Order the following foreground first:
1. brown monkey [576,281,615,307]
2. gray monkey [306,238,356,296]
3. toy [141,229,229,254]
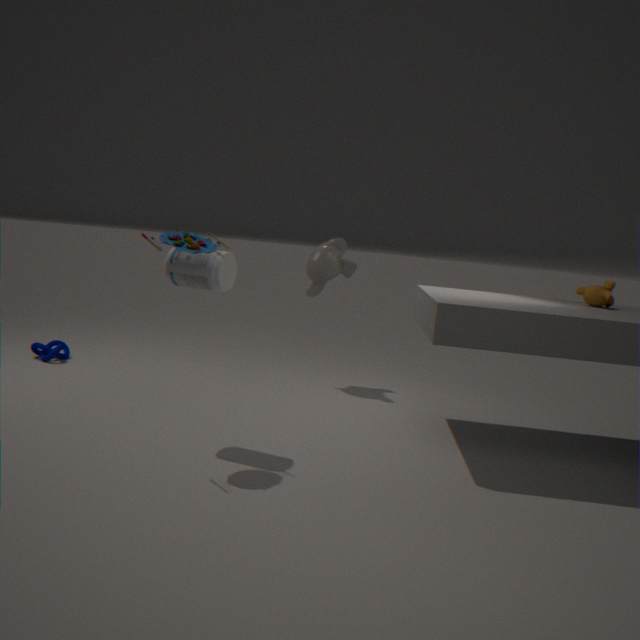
1. toy [141,229,229,254]
2. brown monkey [576,281,615,307]
3. gray monkey [306,238,356,296]
